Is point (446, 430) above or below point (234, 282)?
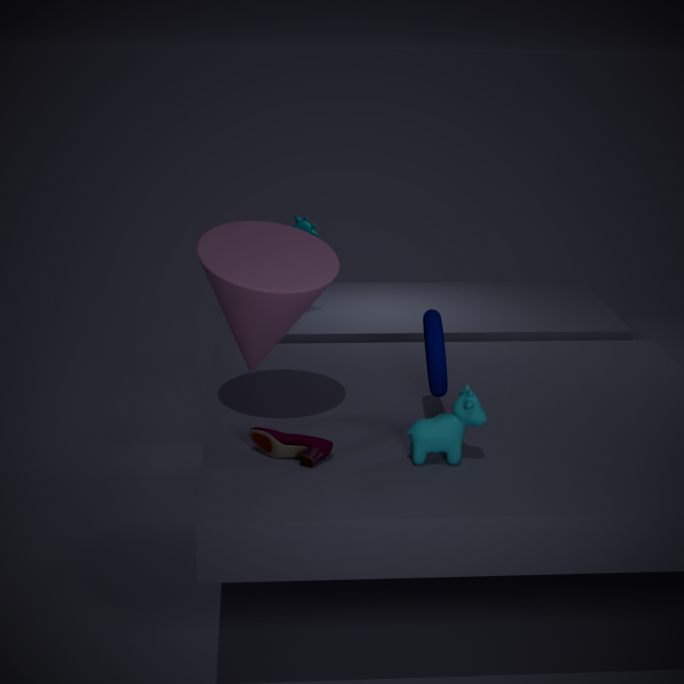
below
